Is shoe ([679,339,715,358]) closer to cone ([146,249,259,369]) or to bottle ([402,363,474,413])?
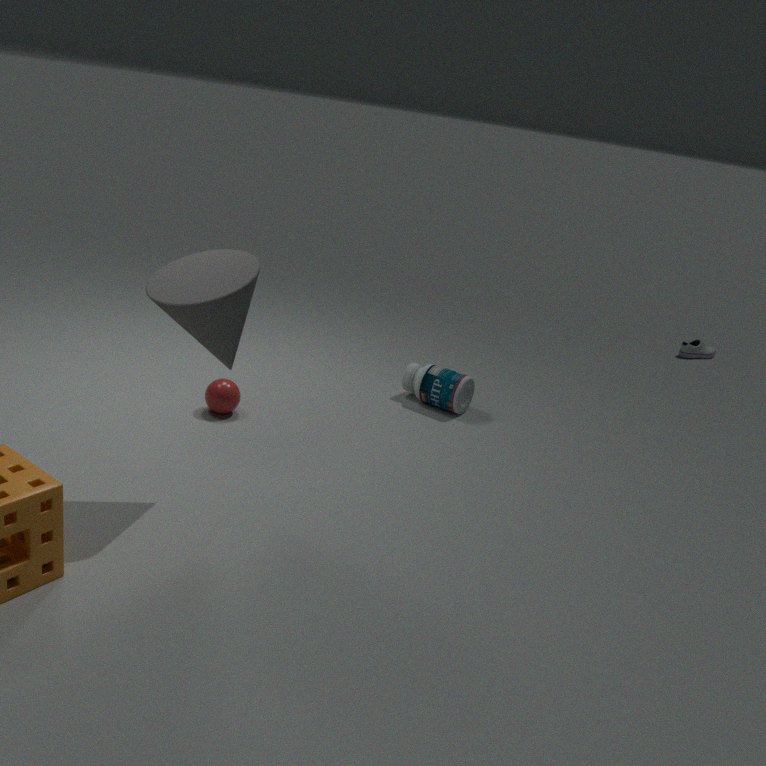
bottle ([402,363,474,413])
